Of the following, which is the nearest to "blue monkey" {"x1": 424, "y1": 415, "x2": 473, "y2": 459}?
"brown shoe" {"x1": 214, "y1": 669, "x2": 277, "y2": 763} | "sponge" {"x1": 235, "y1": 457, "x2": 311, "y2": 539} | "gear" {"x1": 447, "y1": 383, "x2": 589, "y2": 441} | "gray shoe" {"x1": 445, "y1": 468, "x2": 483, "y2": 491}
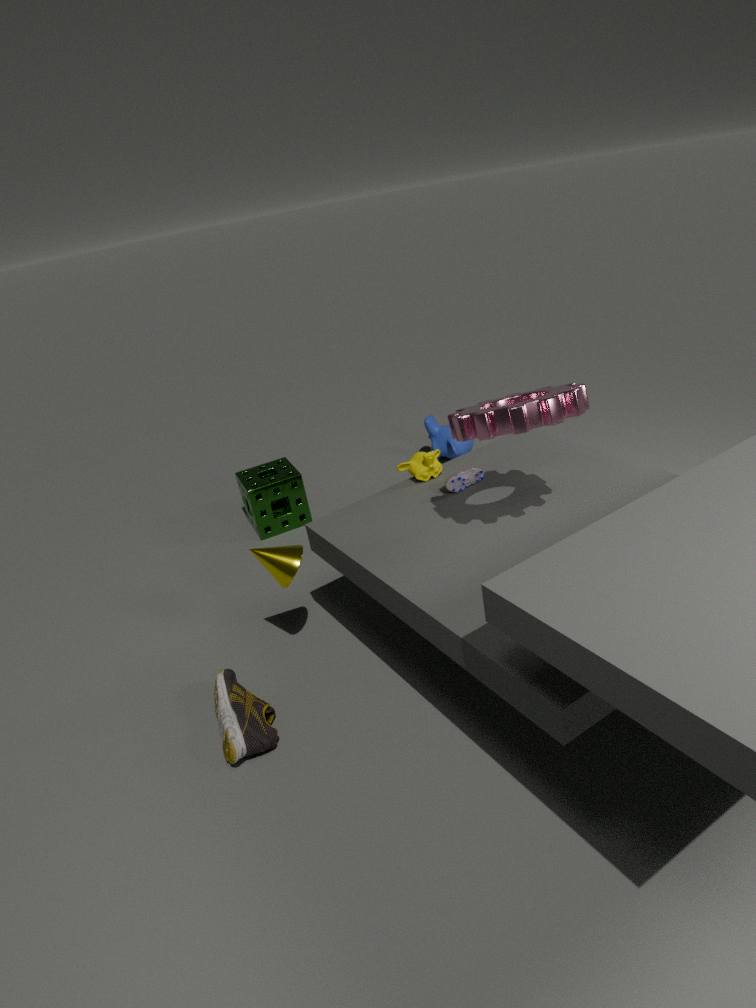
"sponge" {"x1": 235, "y1": 457, "x2": 311, "y2": 539}
